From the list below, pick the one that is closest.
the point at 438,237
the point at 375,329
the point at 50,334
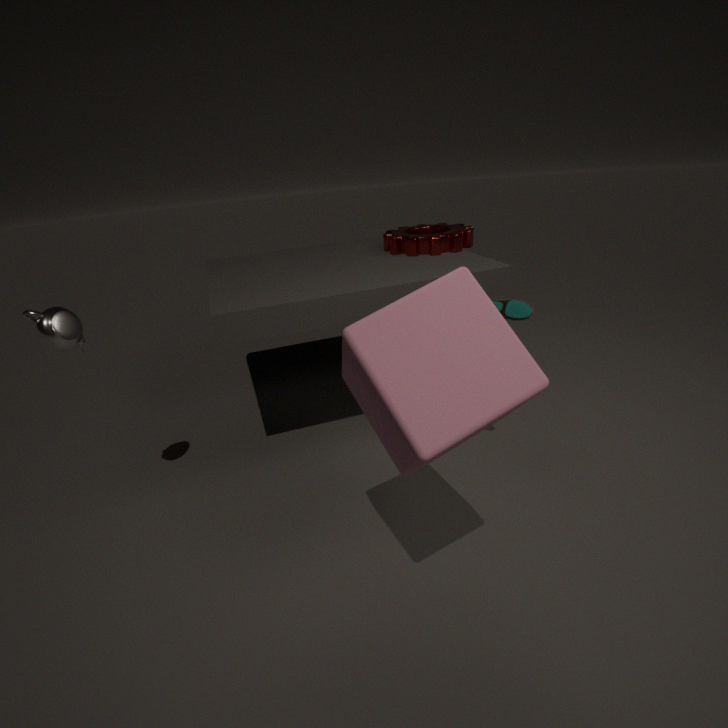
the point at 375,329
